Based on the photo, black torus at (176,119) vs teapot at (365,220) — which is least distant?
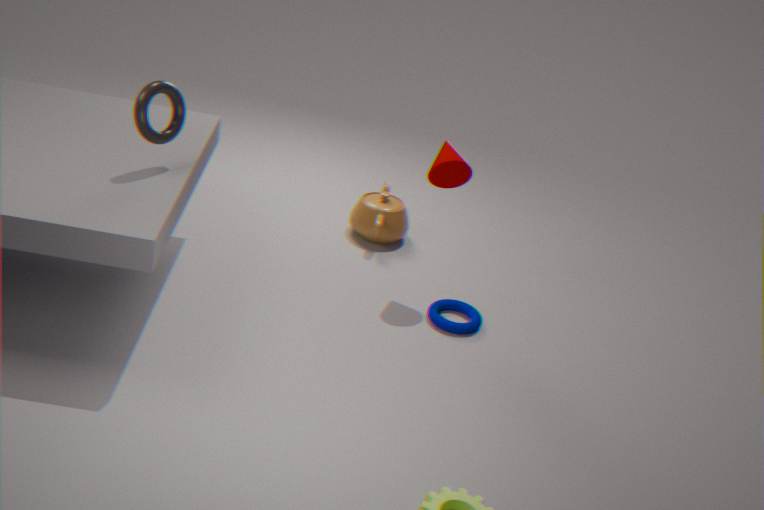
black torus at (176,119)
